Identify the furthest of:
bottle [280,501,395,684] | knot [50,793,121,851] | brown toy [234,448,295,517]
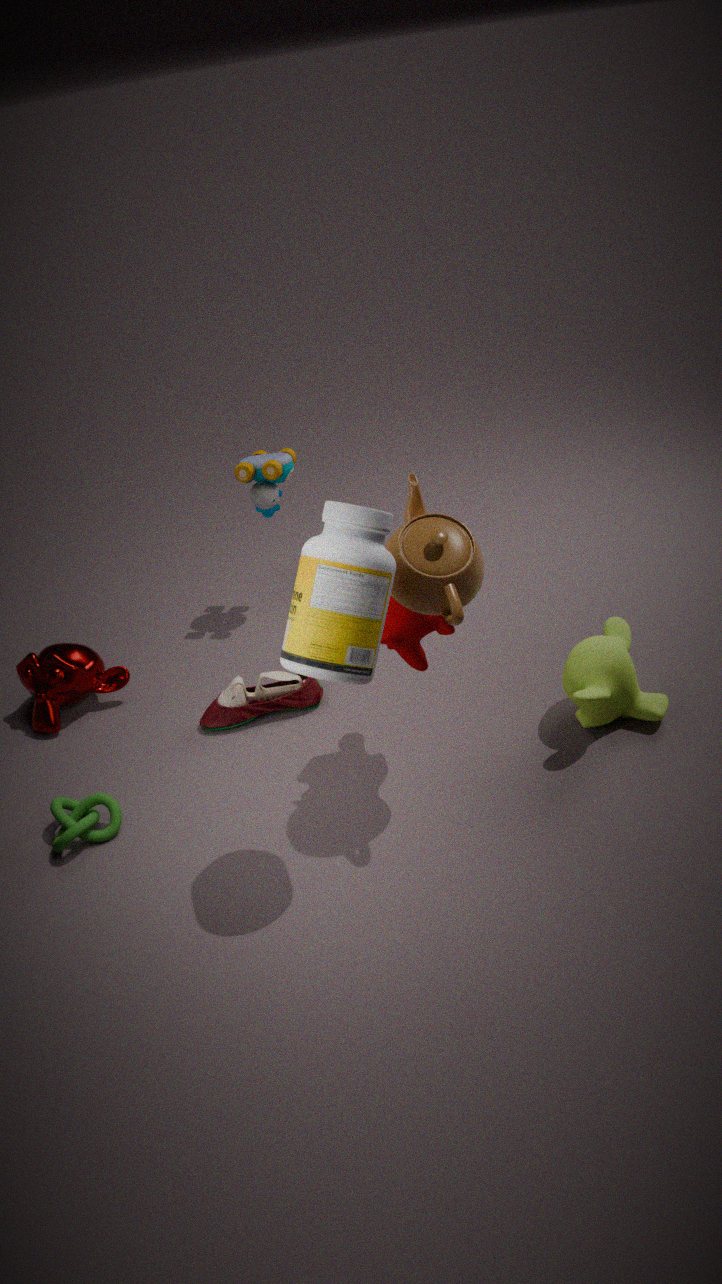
brown toy [234,448,295,517]
